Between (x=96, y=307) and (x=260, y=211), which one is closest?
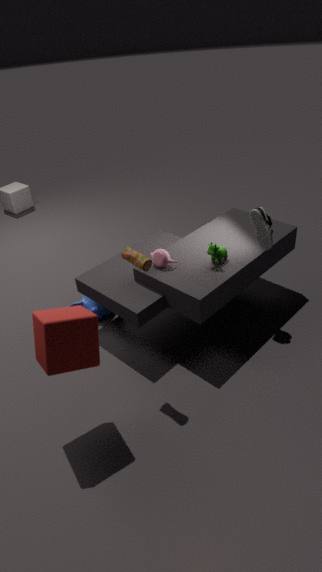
(x=260, y=211)
